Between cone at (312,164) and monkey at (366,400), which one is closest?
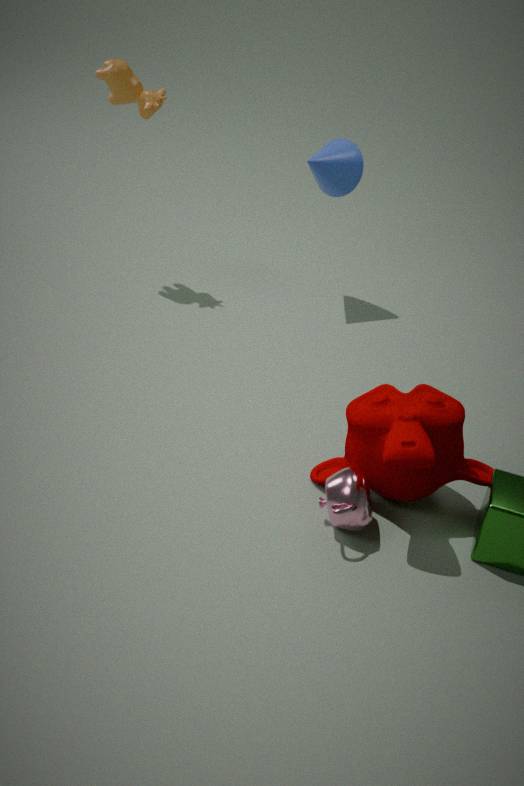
monkey at (366,400)
